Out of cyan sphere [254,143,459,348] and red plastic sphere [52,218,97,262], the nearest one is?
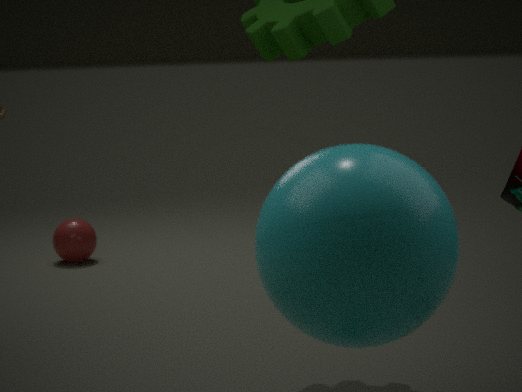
cyan sphere [254,143,459,348]
